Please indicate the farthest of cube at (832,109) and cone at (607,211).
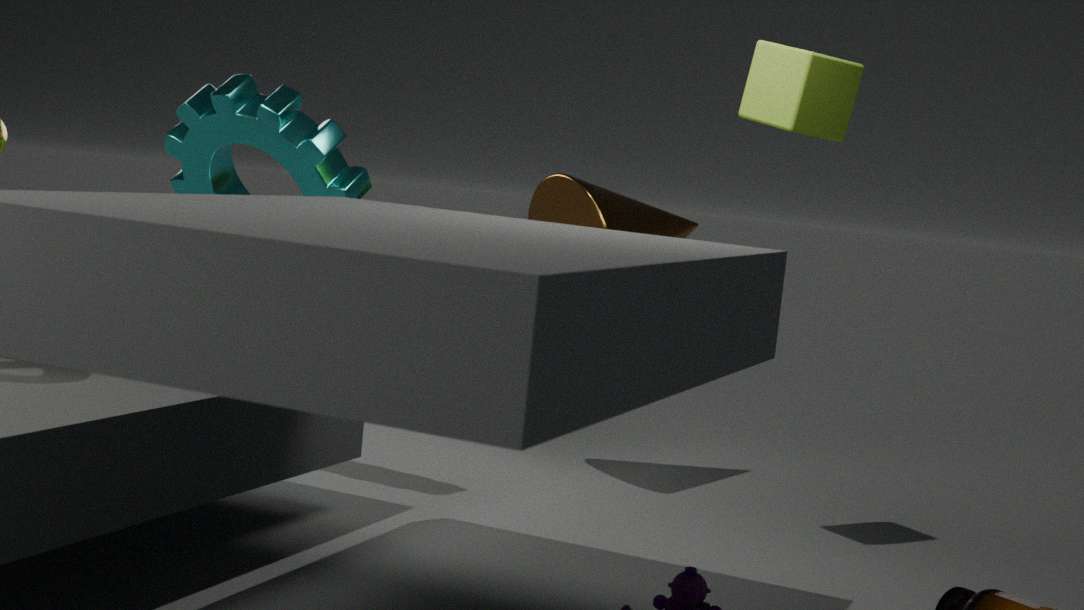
cone at (607,211)
